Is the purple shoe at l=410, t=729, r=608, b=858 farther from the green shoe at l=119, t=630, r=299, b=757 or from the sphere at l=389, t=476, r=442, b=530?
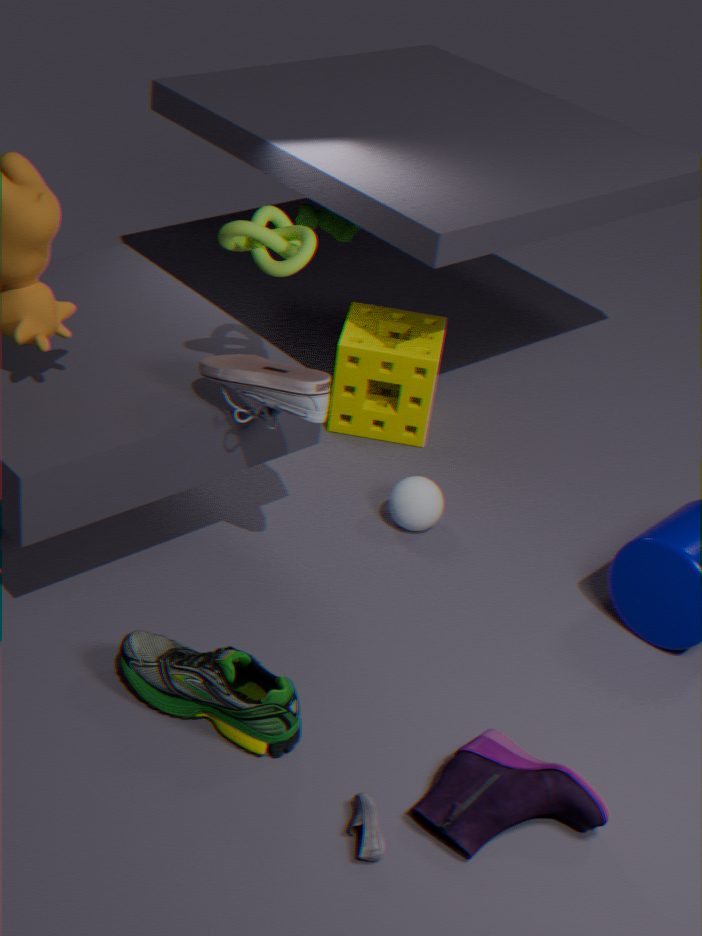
the sphere at l=389, t=476, r=442, b=530
